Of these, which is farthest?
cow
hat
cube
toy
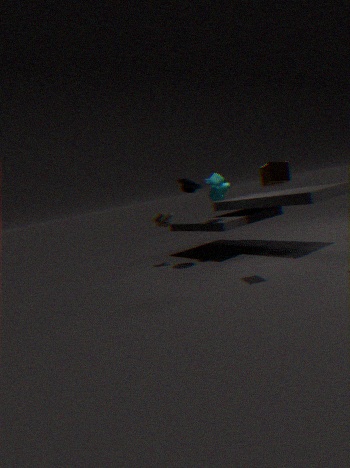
toy
